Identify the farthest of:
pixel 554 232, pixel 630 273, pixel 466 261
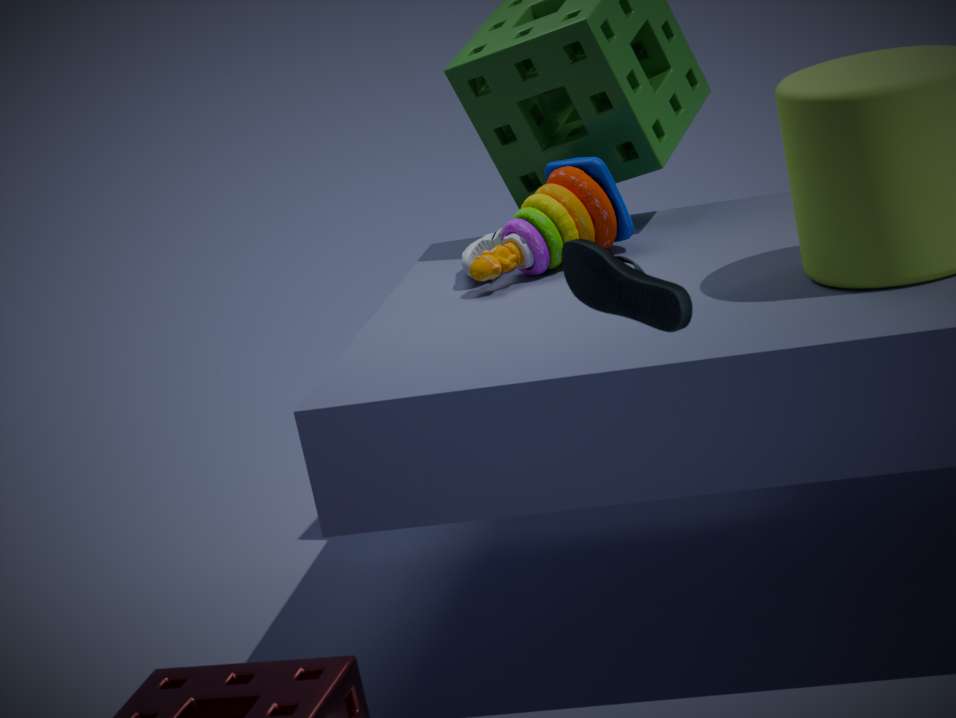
pixel 466 261
